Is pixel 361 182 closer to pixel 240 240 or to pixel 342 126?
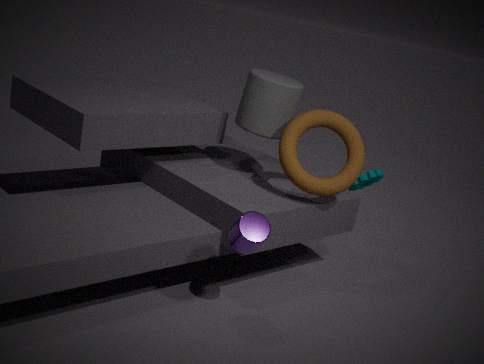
pixel 342 126
